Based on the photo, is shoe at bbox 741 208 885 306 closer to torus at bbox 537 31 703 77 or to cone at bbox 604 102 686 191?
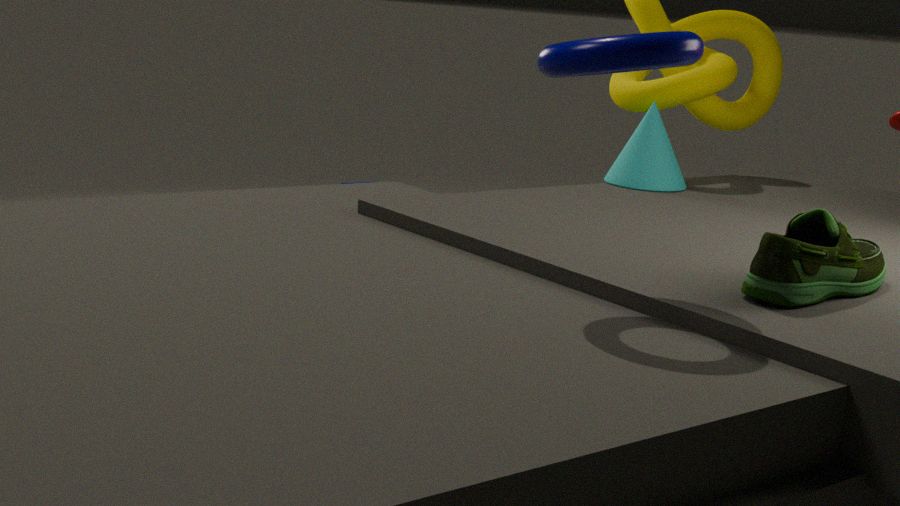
torus at bbox 537 31 703 77
